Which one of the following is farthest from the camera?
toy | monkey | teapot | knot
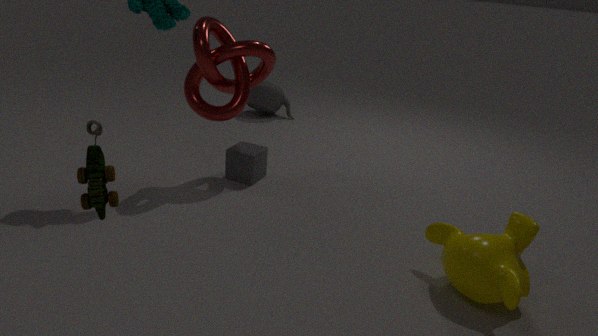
teapot
